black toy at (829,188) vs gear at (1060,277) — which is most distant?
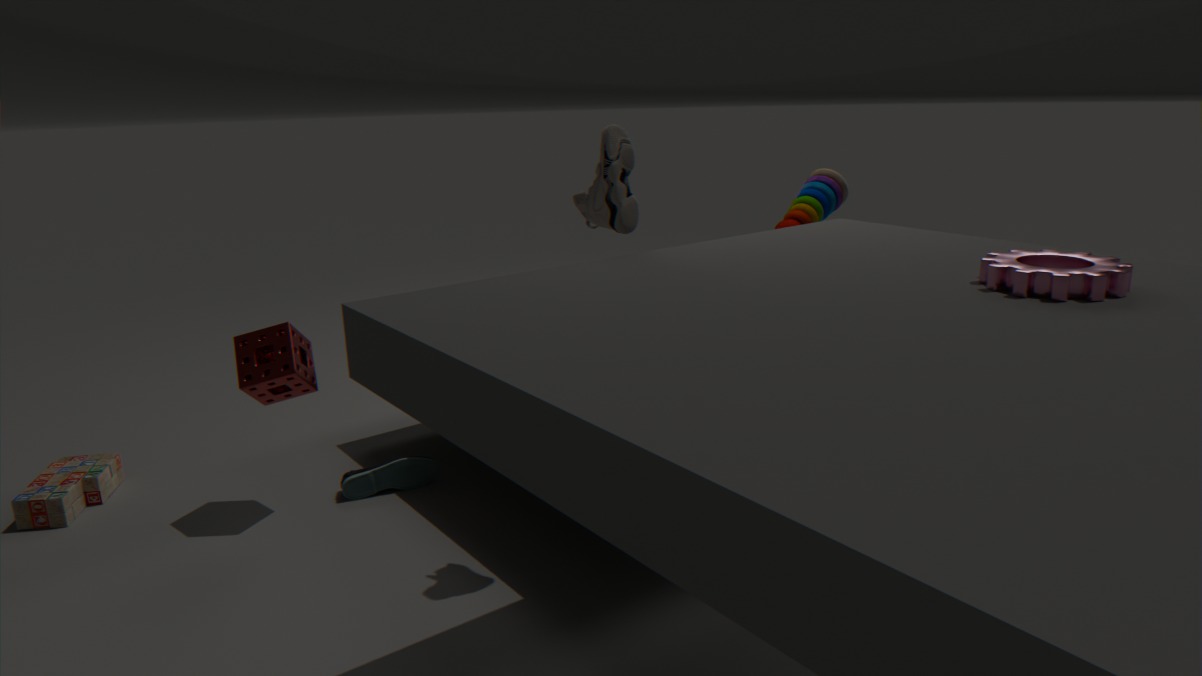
black toy at (829,188)
